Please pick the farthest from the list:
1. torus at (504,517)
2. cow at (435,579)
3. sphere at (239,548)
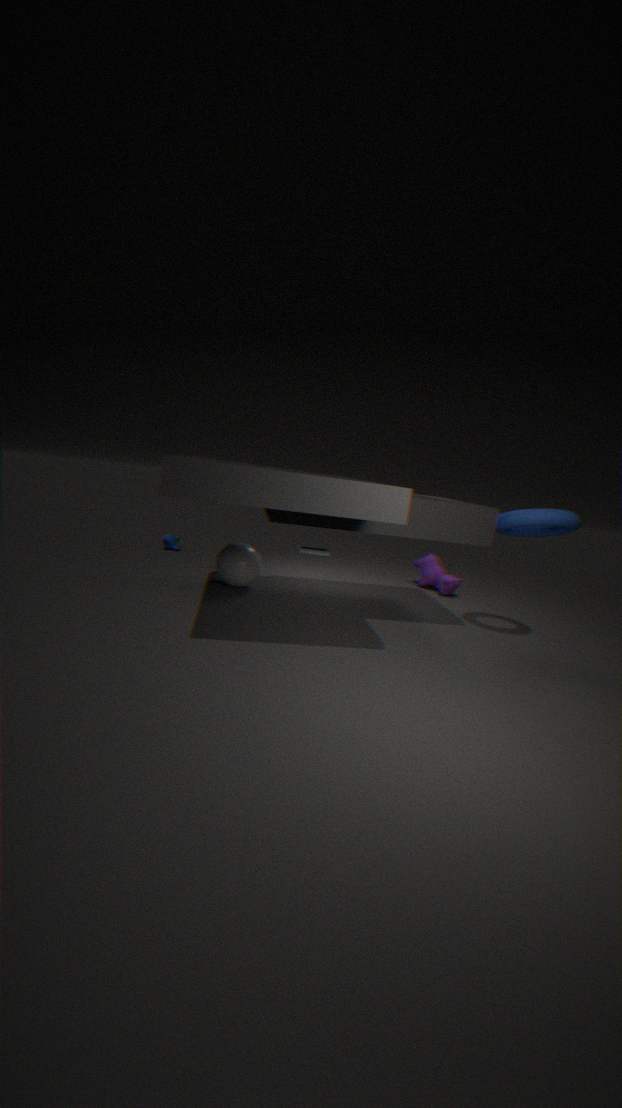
cow at (435,579)
